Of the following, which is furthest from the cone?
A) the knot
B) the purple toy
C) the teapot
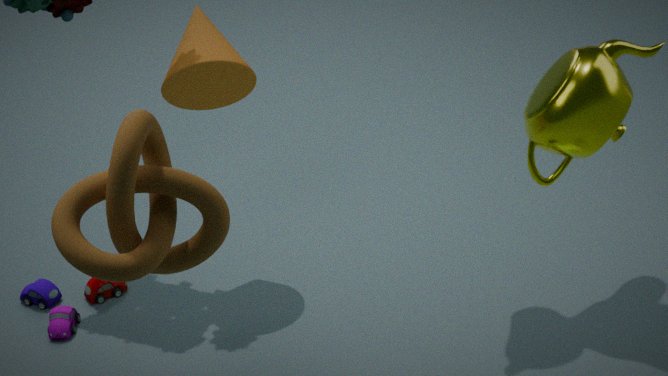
the teapot
